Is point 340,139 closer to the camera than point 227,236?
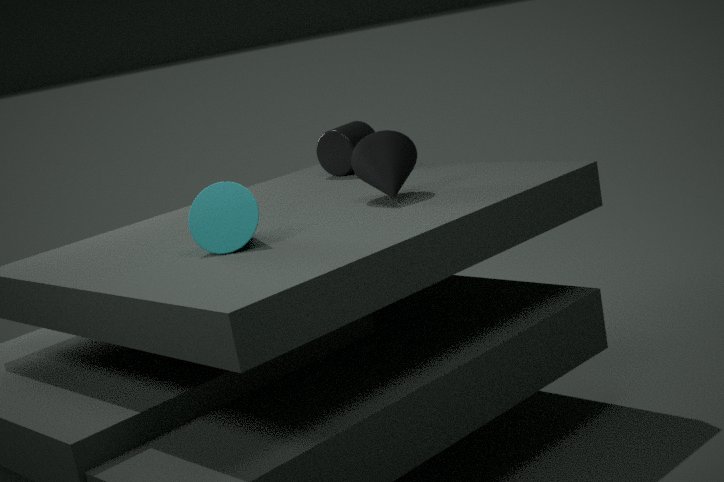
No
